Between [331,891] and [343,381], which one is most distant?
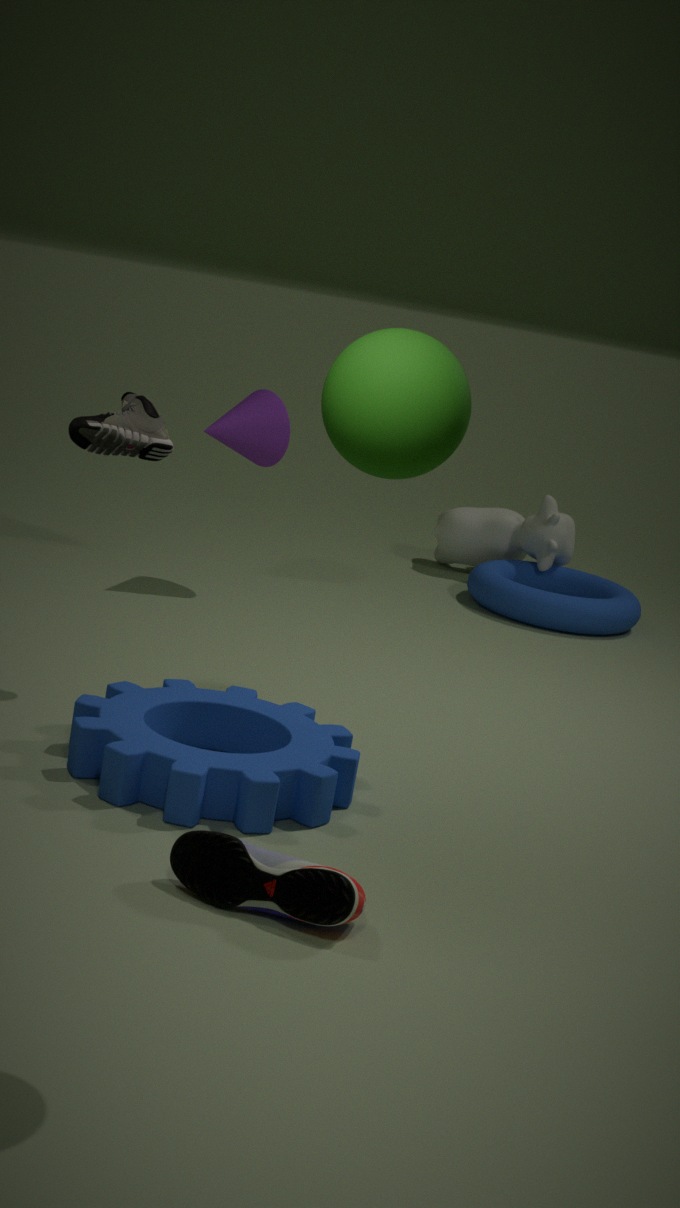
[331,891]
